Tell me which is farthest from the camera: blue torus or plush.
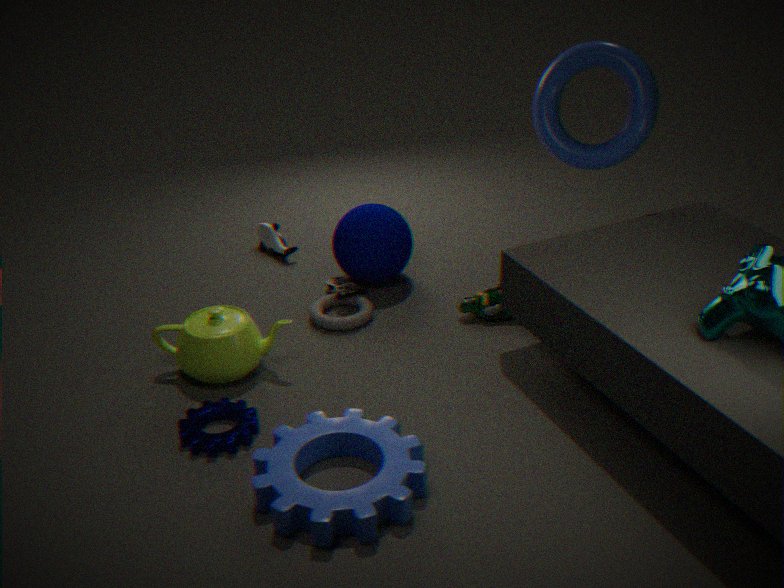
plush
